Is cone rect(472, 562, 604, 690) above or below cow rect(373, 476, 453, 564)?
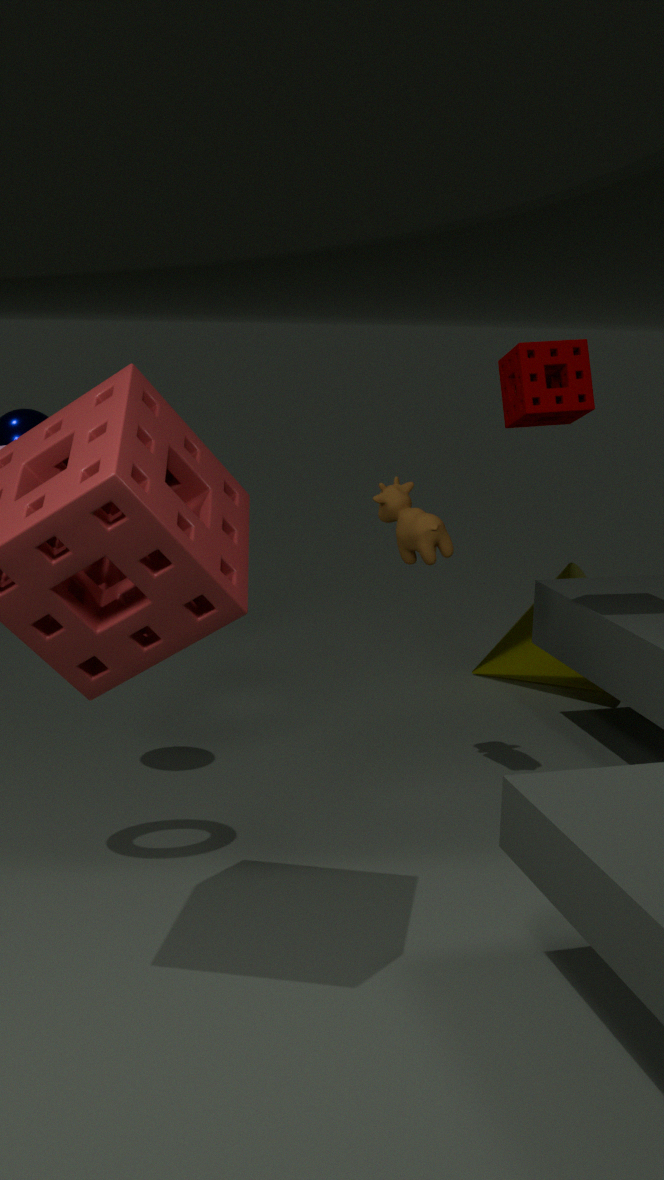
below
